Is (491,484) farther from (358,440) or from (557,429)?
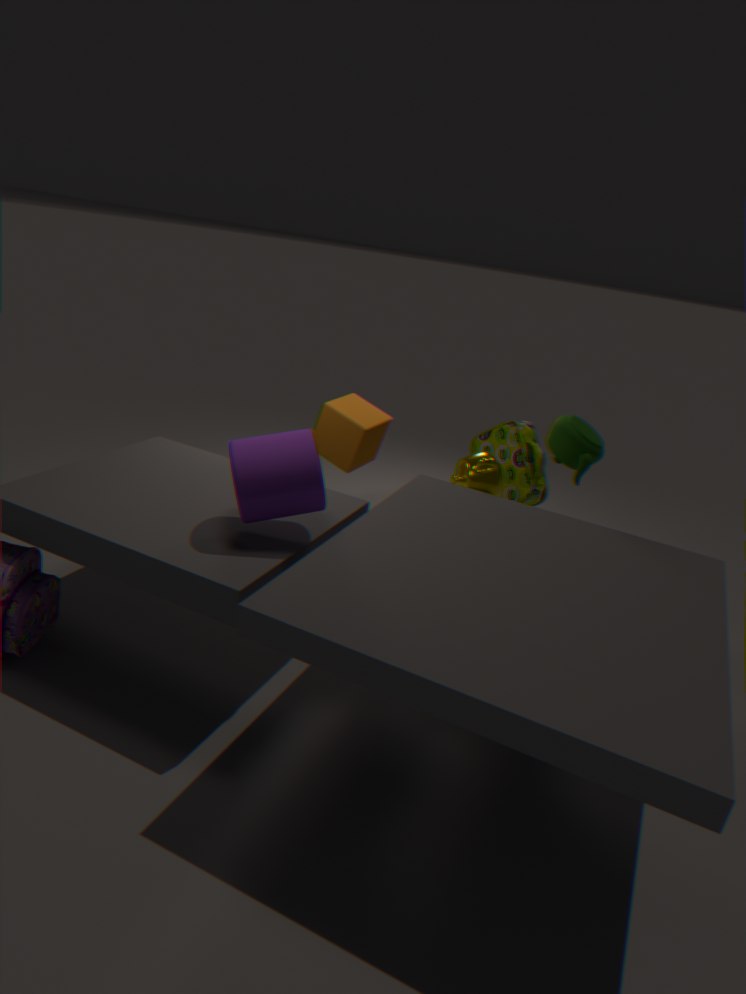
(358,440)
